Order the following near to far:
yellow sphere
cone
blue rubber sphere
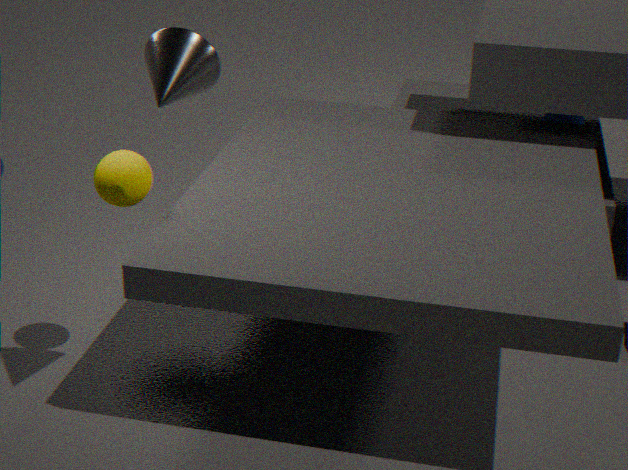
1. cone
2. yellow sphere
3. blue rubber sphere
